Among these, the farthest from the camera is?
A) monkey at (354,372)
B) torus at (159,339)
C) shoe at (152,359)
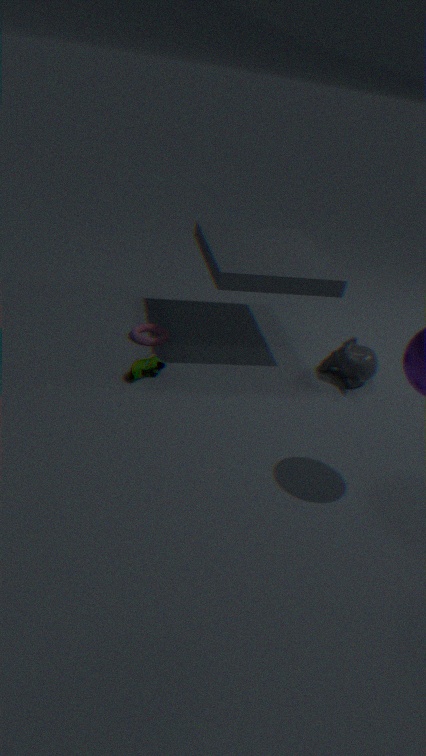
torus at (159,339)
